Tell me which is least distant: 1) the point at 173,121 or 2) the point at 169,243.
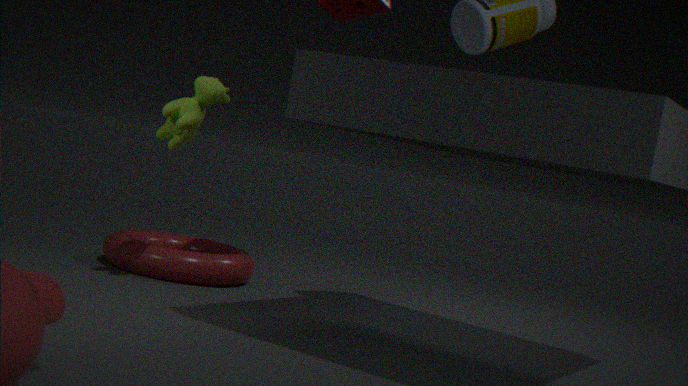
Result: 1. the point at 173,121
